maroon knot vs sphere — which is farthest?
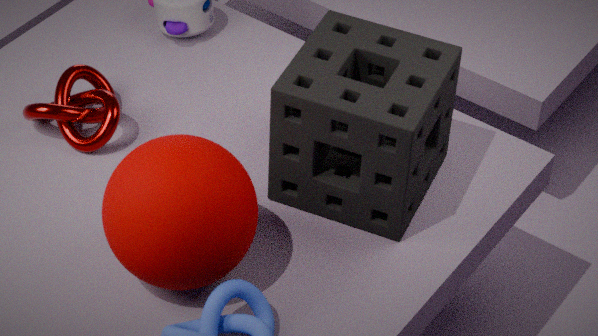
maroon knot
